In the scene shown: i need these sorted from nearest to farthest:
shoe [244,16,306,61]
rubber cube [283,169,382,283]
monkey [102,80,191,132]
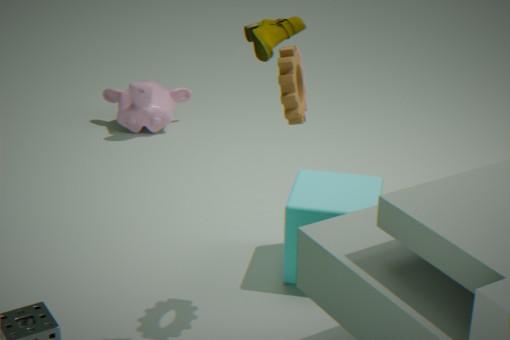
1. shoe [244,16,306,61]
2. rubber cube [283,169,382,283]
3. monkey [102,80,191,132]
